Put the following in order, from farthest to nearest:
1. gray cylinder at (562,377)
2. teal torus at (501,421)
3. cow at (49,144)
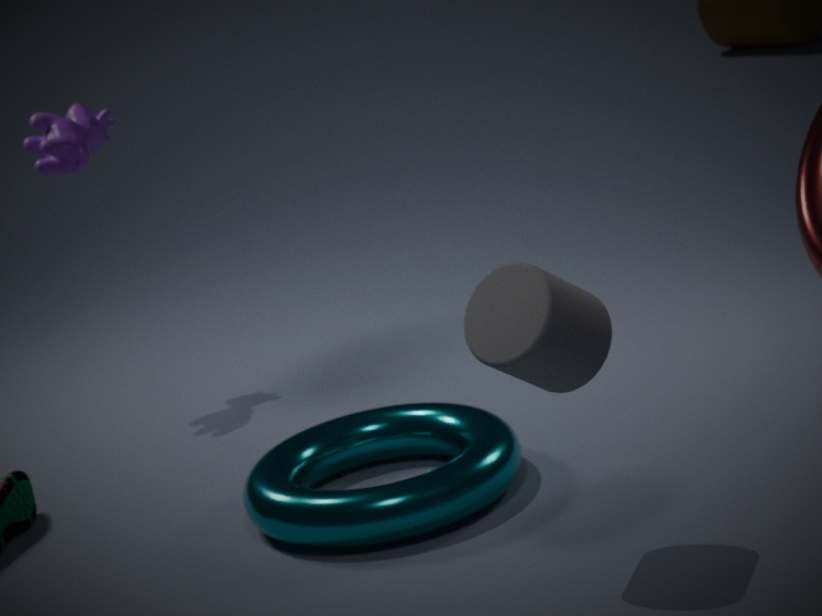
1. cow at (49,144)
2. teal torus at (501,421)
3. gray cylinder at (562,377)
